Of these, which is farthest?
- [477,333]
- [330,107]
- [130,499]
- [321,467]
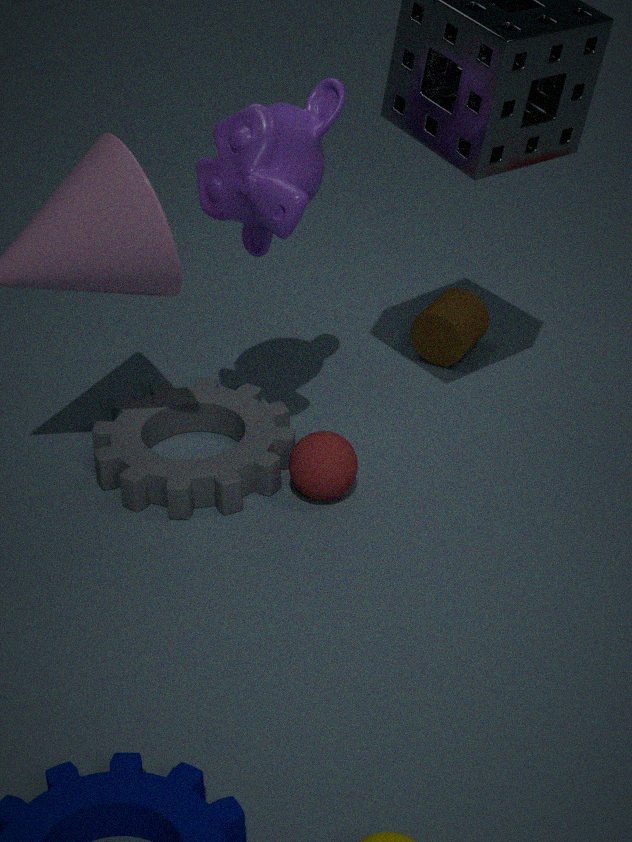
[477,333]
